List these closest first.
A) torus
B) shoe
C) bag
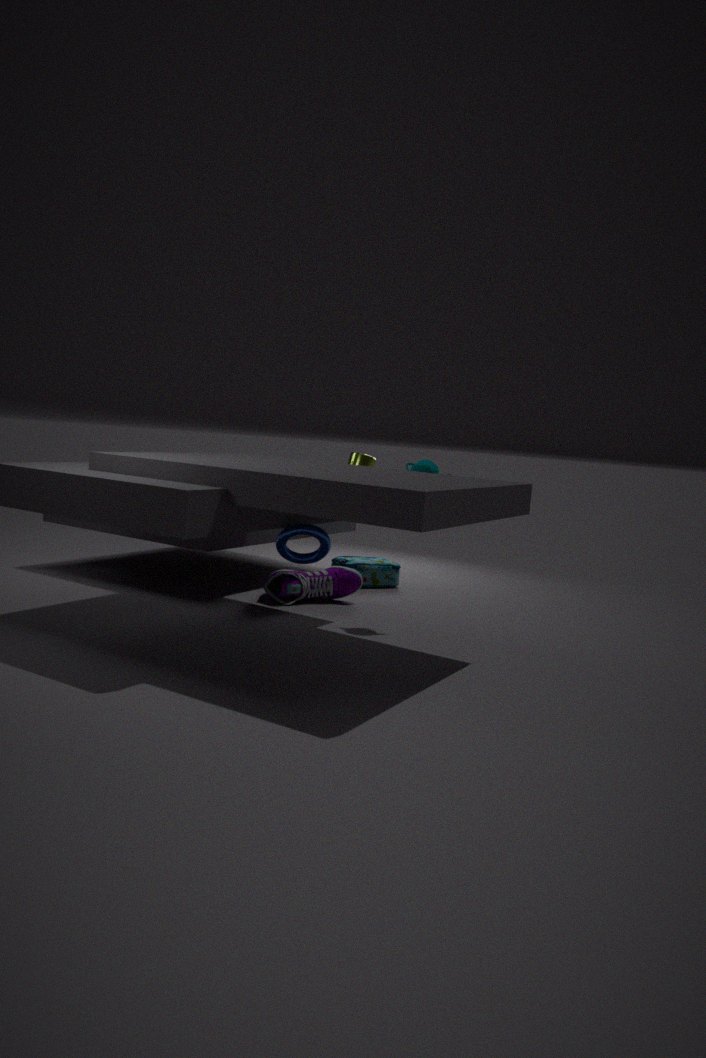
torus < shoe < bag
